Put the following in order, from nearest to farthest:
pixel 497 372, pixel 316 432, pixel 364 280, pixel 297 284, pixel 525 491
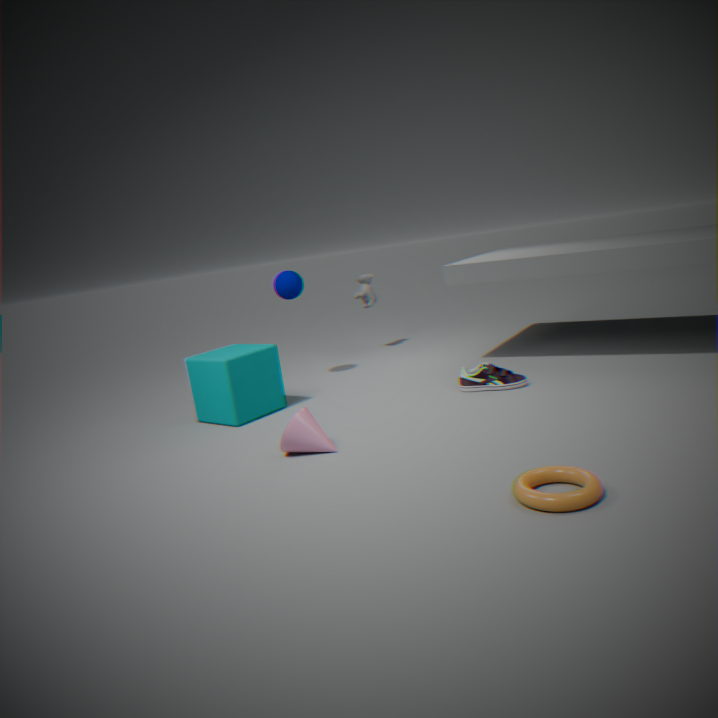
pixel 525 491
pixel 316 432
pixel 497 372
pixel 297 284
pixel 364 280
